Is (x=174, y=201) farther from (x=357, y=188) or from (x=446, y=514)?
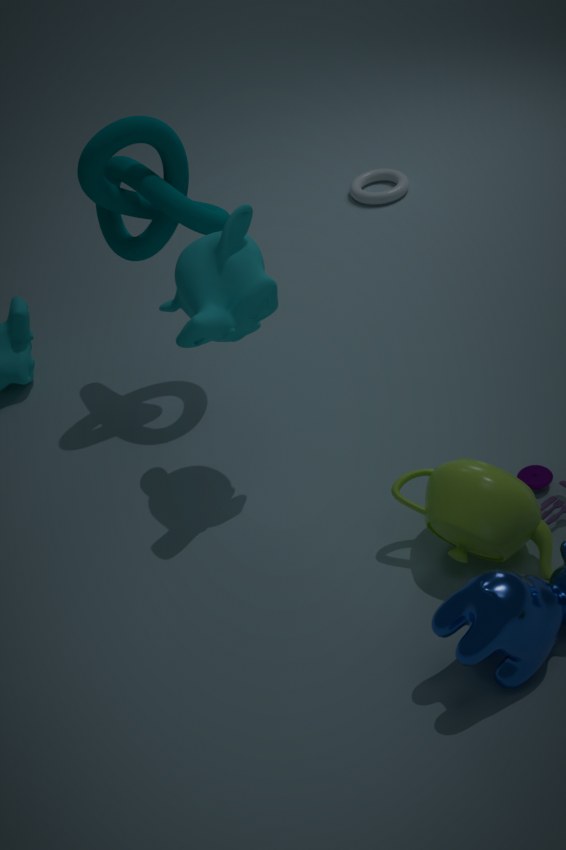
(x=357, y=188)
